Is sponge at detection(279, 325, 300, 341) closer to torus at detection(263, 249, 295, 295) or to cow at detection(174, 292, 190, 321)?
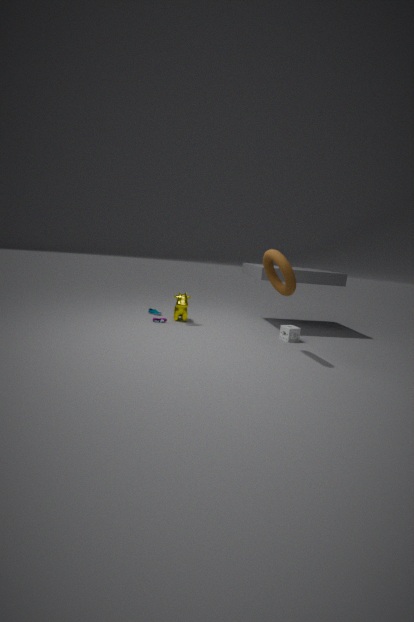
torus at detection(263, 249, 295, 295)
